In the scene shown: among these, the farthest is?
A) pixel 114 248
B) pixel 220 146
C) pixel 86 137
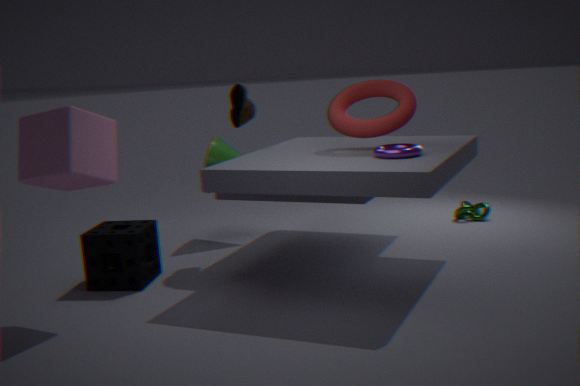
pixel 220 146
